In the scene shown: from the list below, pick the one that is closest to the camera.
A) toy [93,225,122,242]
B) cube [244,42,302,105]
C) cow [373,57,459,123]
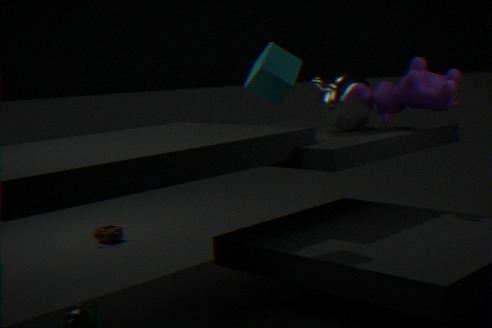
cube [244,42,302,105]
